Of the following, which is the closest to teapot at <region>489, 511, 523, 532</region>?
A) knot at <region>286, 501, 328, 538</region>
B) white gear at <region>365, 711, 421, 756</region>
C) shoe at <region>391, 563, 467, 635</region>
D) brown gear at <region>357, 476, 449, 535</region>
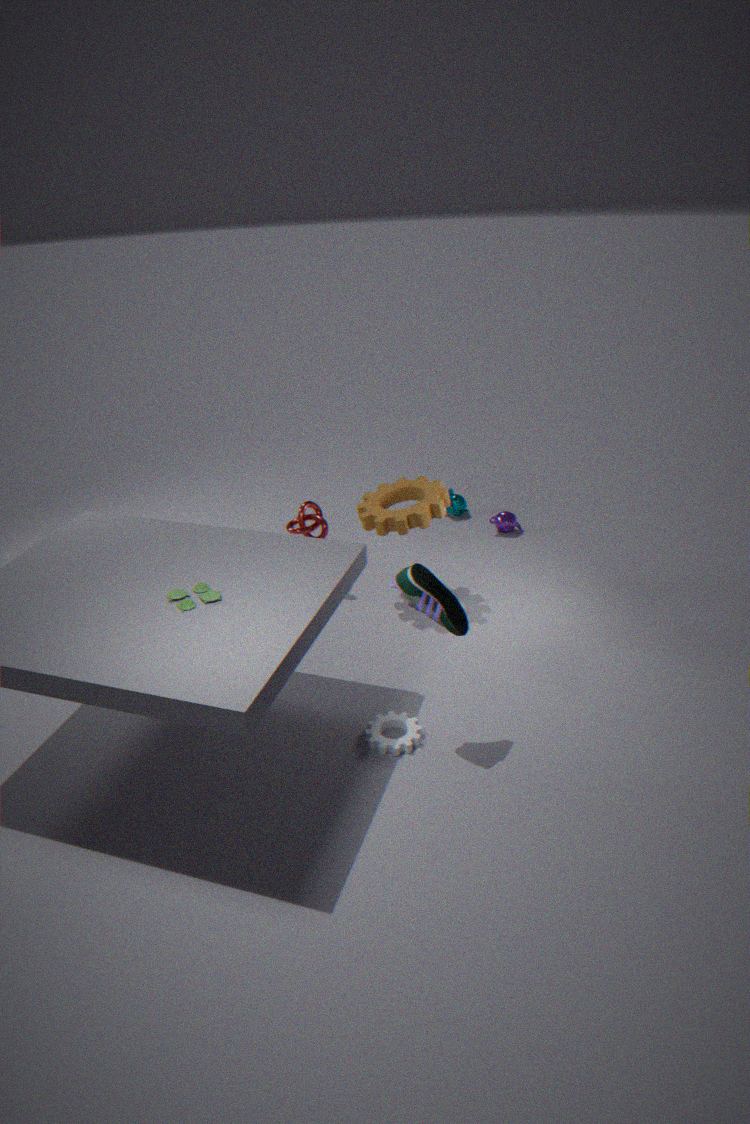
brown gear at <region>357, 476, 449, 535</region>
